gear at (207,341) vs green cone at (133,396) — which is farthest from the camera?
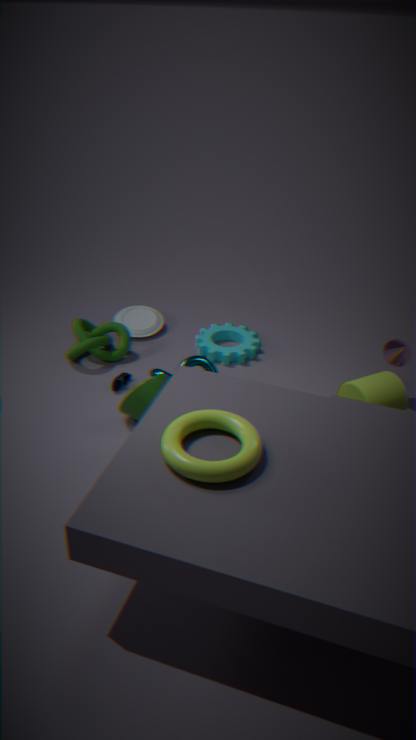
gear at (207,341)
